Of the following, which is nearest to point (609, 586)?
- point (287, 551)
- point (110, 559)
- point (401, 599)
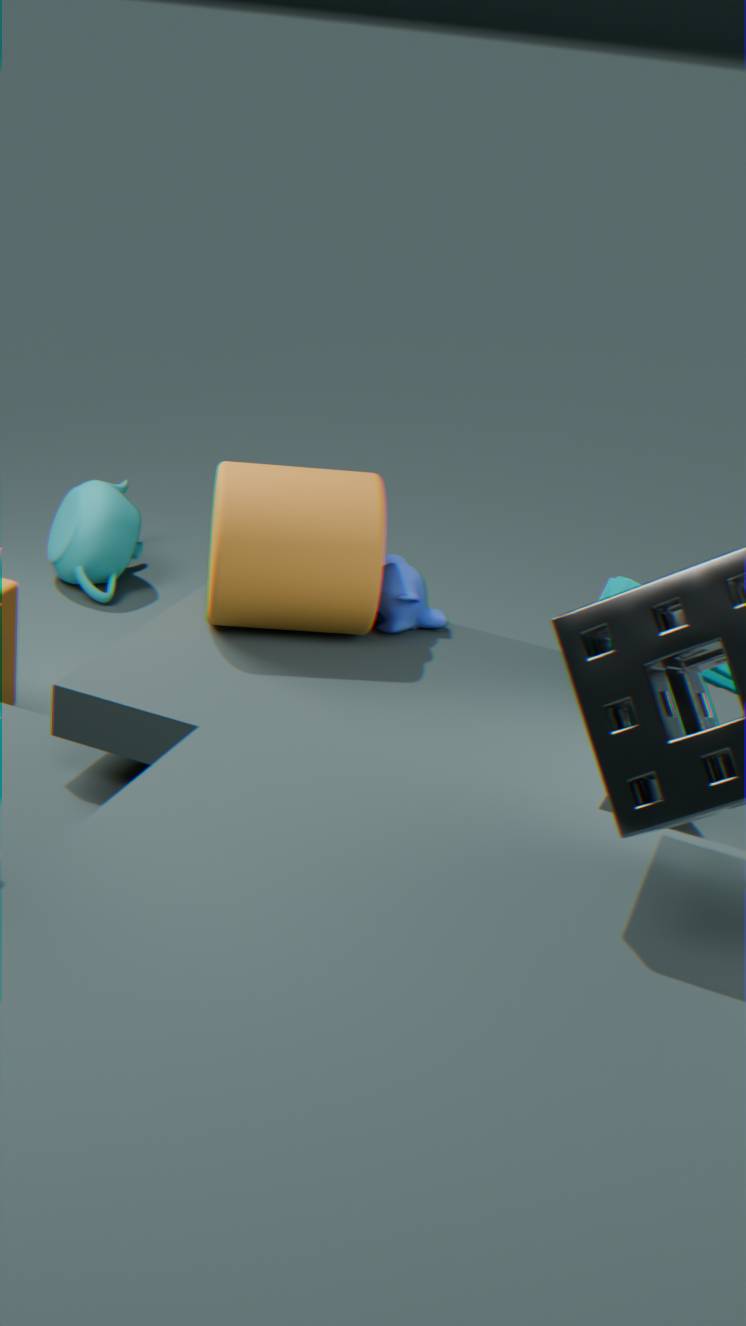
point (401, 599)
